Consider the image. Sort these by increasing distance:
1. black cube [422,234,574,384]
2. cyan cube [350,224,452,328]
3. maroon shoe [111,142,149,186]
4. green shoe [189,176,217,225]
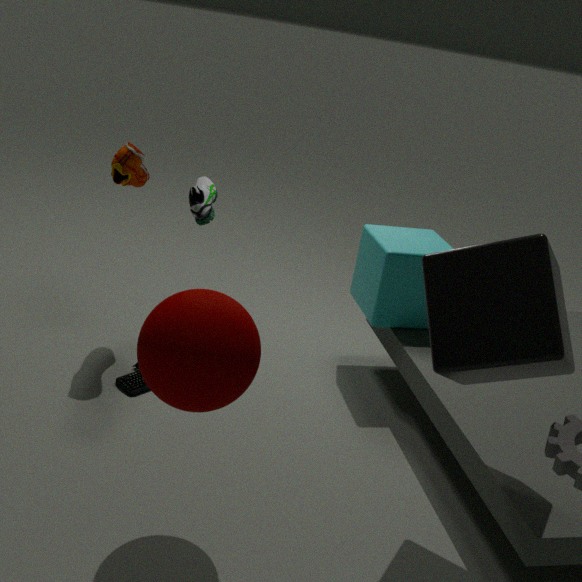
black cube [422,234,574,384]
maroon shoe [111,142,149,186]
cyan cube [350,224,452,328]
green shoe [189,176,217,225]
